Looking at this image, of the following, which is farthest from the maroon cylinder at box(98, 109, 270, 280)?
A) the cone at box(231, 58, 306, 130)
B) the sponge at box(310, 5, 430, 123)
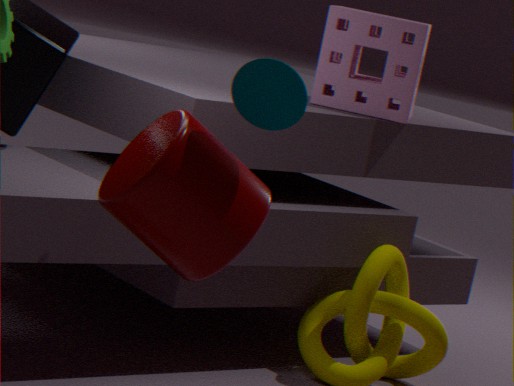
the sponge at box(310, 5, 430, 123)
